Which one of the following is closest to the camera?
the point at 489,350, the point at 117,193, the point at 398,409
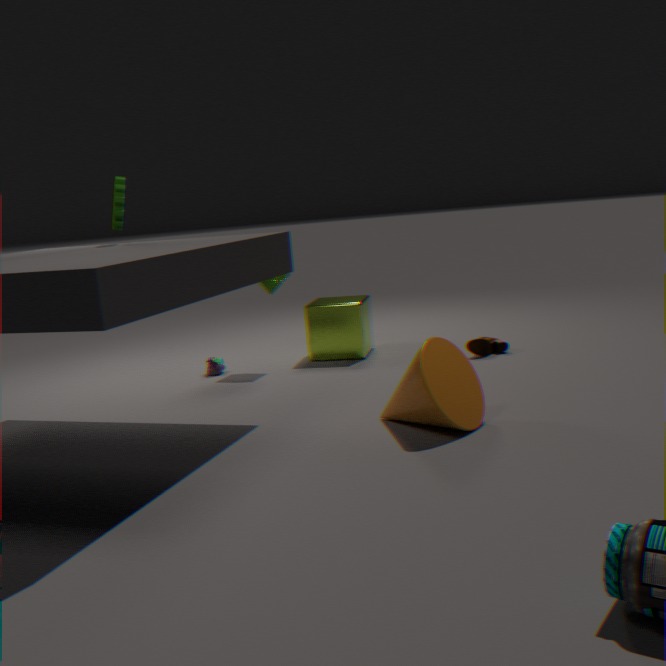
the point at 398,409
